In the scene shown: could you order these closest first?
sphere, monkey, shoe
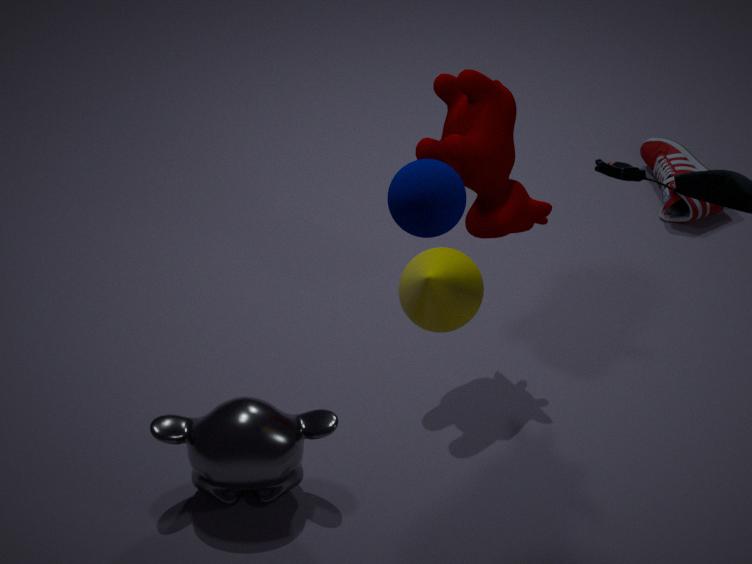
1. sphere
2. monkey
3. shoe
